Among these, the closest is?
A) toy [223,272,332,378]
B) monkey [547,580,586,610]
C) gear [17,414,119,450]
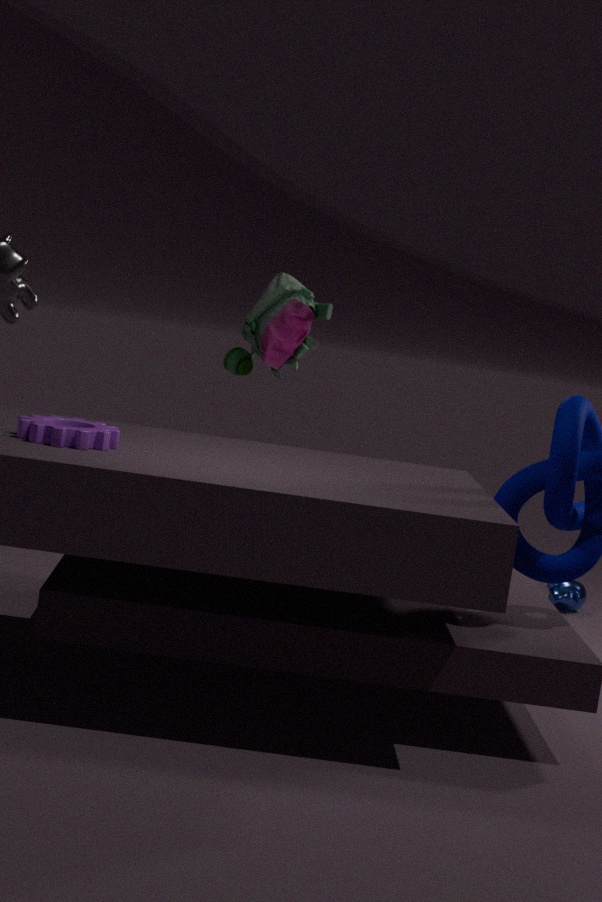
gear [17,414,119,450]
